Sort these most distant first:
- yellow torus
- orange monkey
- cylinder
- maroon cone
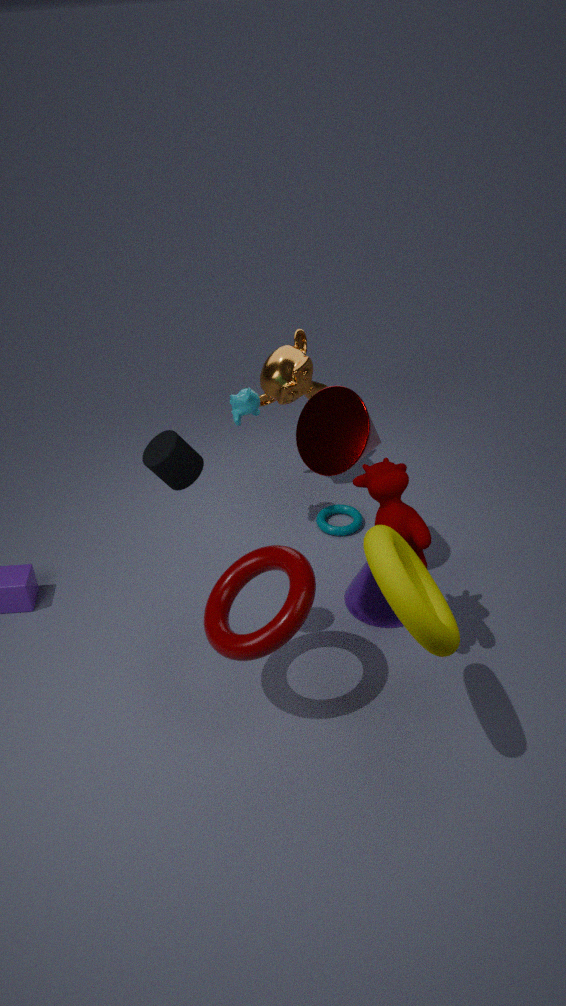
orange monkey < maroon cone < cylinder < yellow torus
